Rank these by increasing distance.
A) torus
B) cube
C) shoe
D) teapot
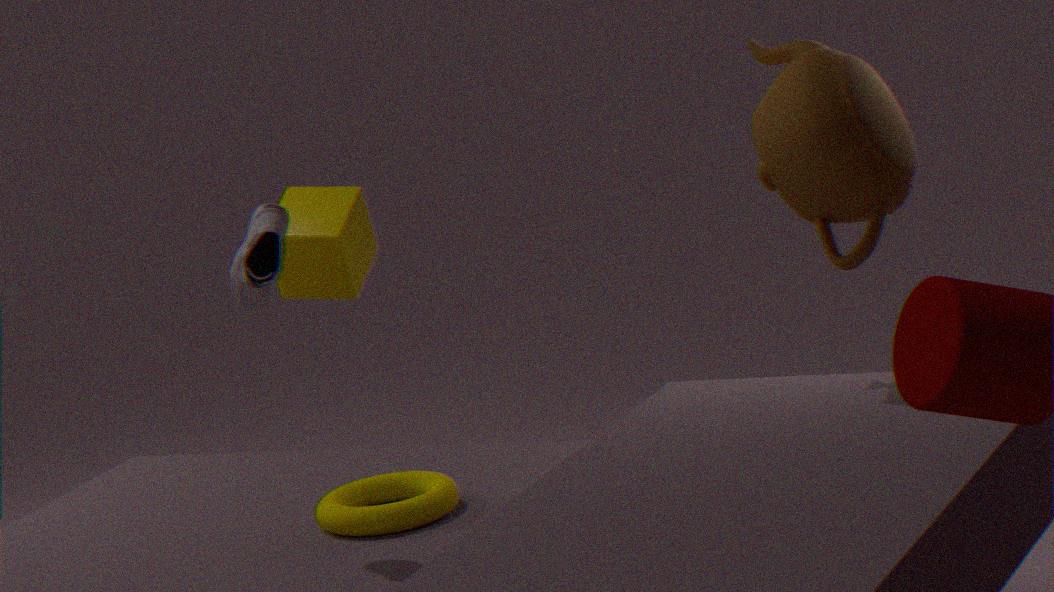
shoe
teapot
torus
cube
